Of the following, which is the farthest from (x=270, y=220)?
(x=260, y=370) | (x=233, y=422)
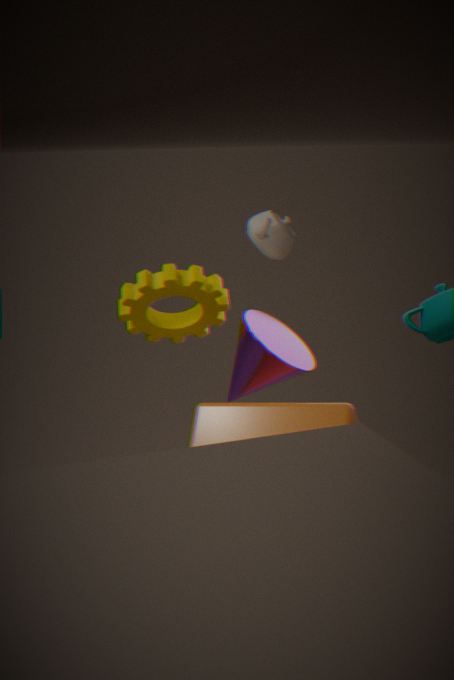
(x=233, y=422)
